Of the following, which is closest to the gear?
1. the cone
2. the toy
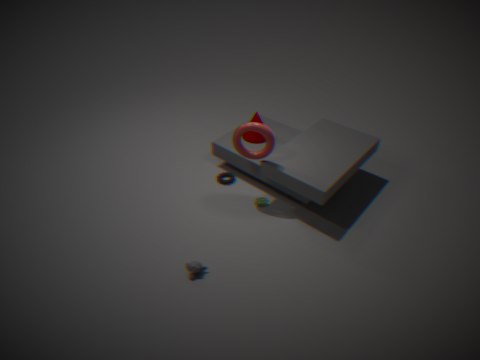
the toy
